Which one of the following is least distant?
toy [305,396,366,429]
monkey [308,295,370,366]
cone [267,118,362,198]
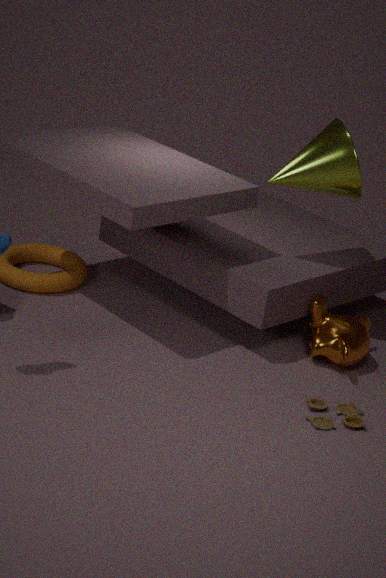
toy [305,396,366,429]
